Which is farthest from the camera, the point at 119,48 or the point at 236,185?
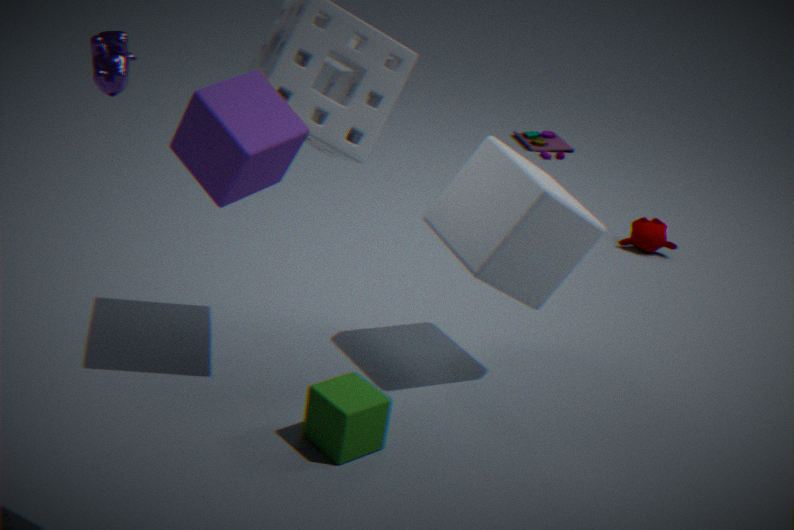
the point at 119,48
